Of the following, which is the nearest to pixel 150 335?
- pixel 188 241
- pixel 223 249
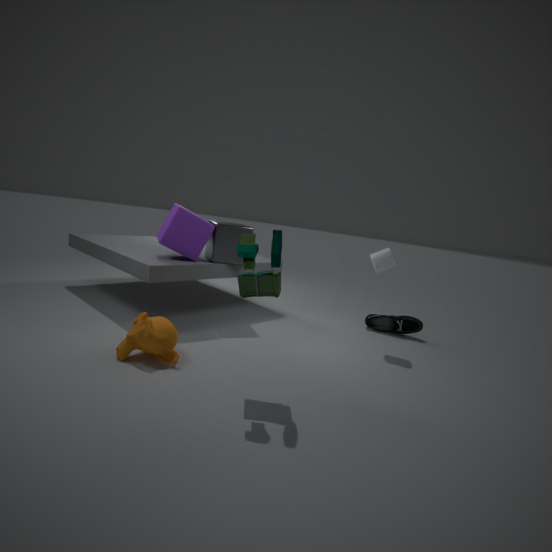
pixel 188 241
